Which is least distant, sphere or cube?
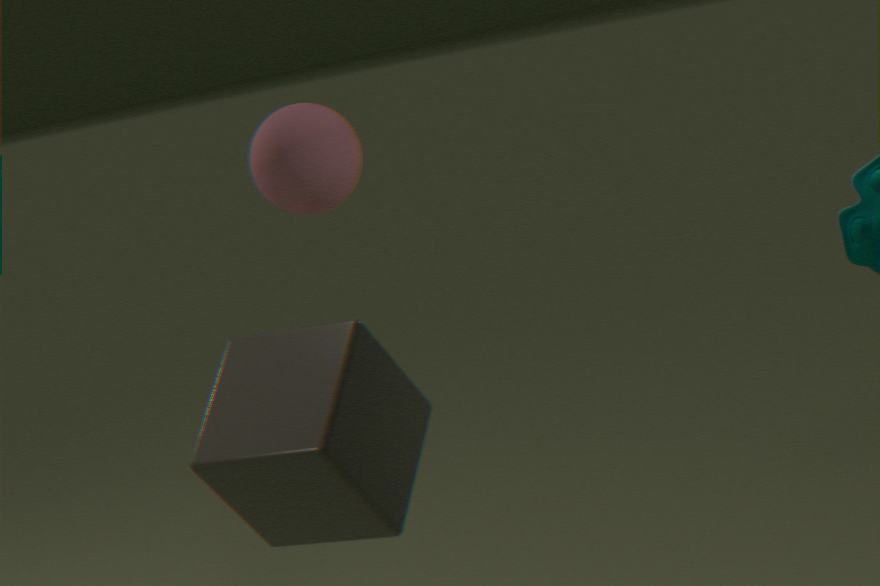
cube
